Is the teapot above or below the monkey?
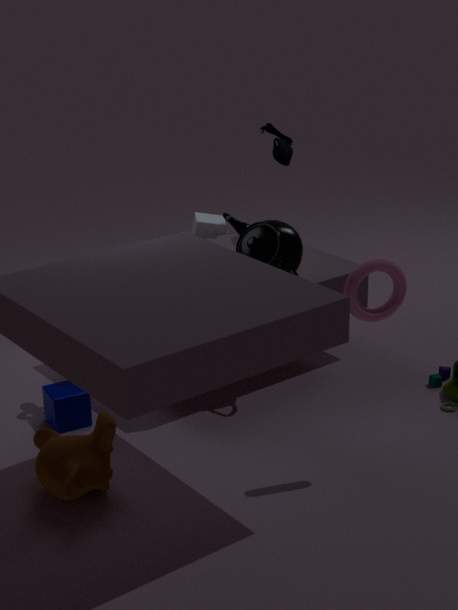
above
